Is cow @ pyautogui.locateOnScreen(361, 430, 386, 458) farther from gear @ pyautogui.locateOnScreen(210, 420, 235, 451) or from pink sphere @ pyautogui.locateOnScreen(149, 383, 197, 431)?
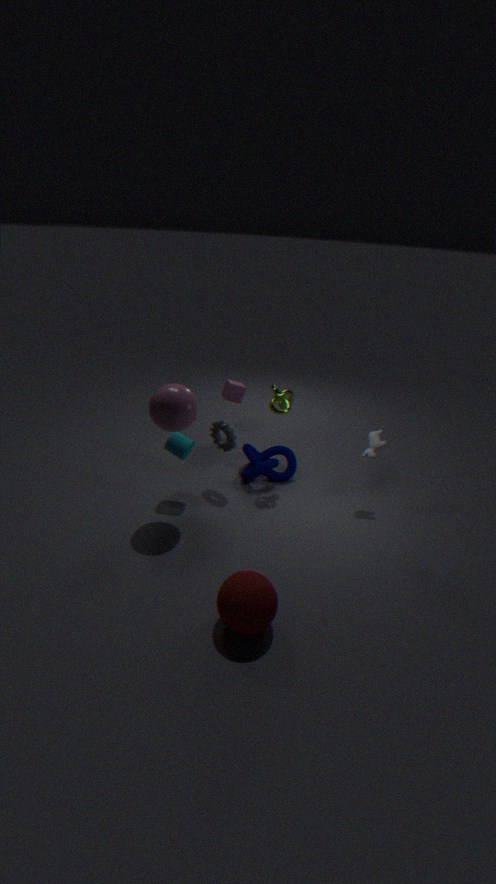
pink sphere @ pyautogui.locateOnScreen(149, 383, 197, 431)
